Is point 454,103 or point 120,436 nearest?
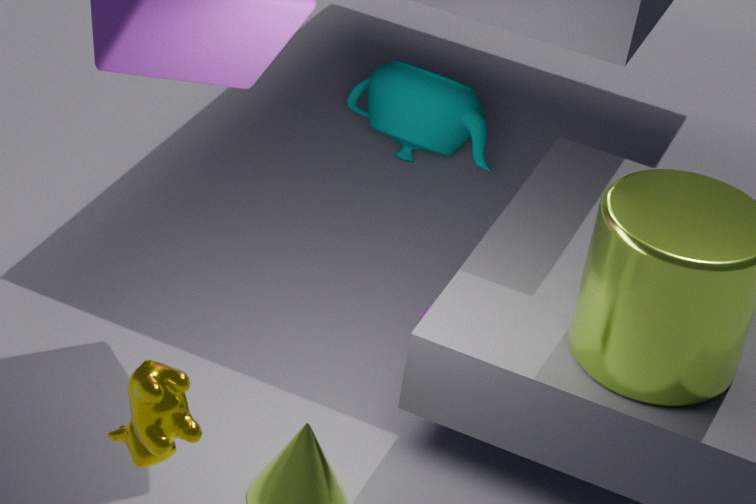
point 120,436
